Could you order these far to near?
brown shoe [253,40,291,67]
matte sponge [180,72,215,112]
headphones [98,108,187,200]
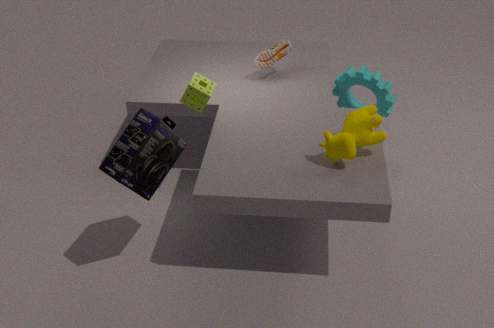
brown shoe [253,40,291,67] < matte sponge [180,72,215,112] < headphones [98,108,187,200]
